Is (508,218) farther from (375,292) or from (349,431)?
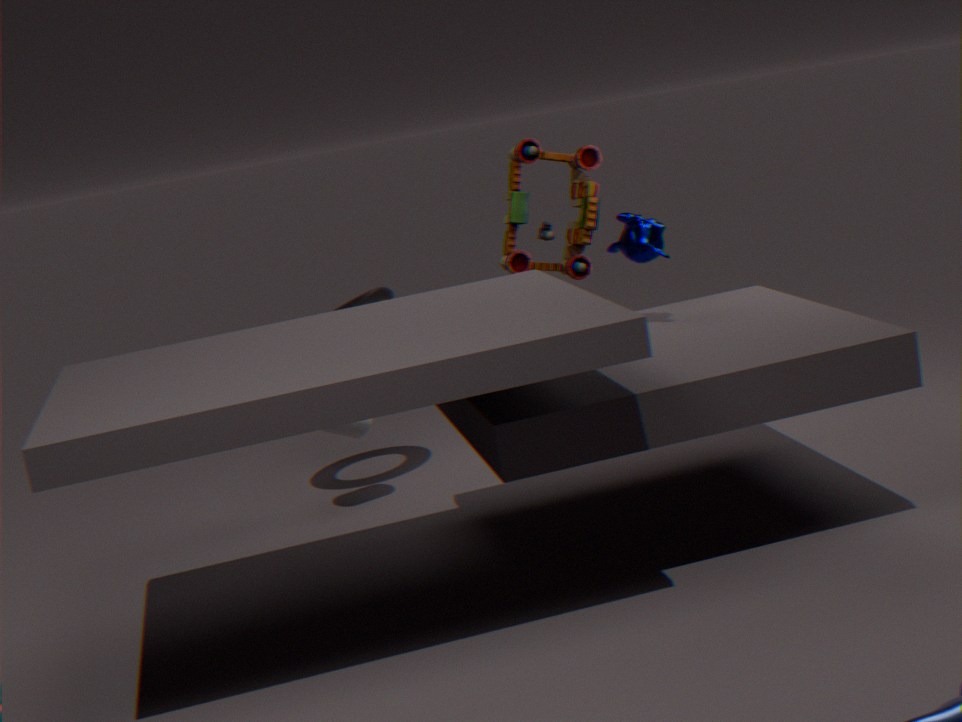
(349,431)
